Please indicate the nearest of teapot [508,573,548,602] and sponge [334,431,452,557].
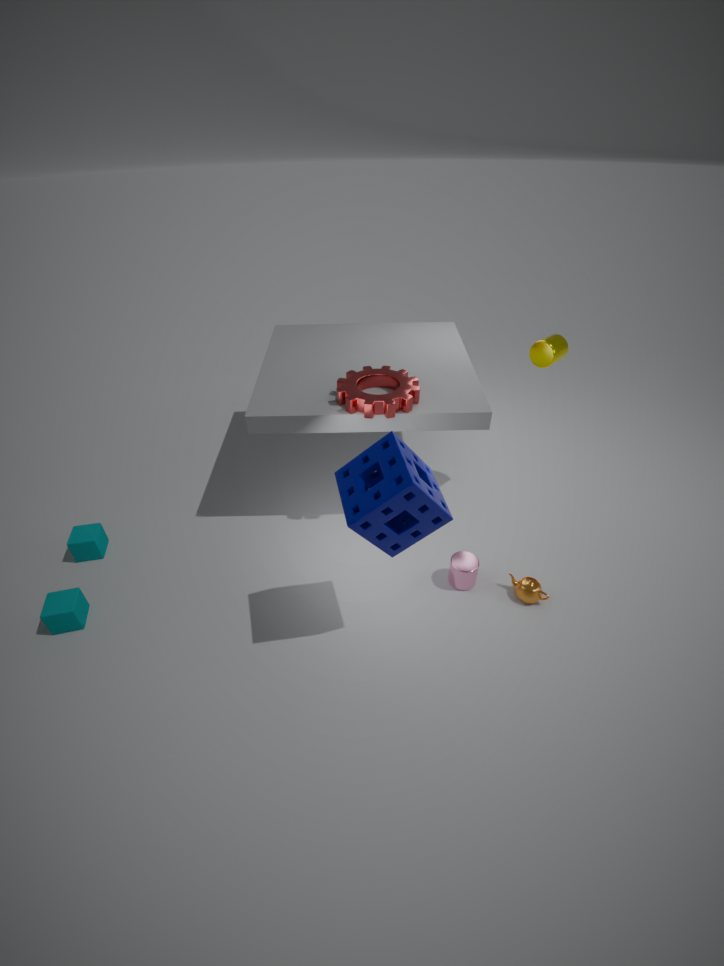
sponge [334,431,452,557]
